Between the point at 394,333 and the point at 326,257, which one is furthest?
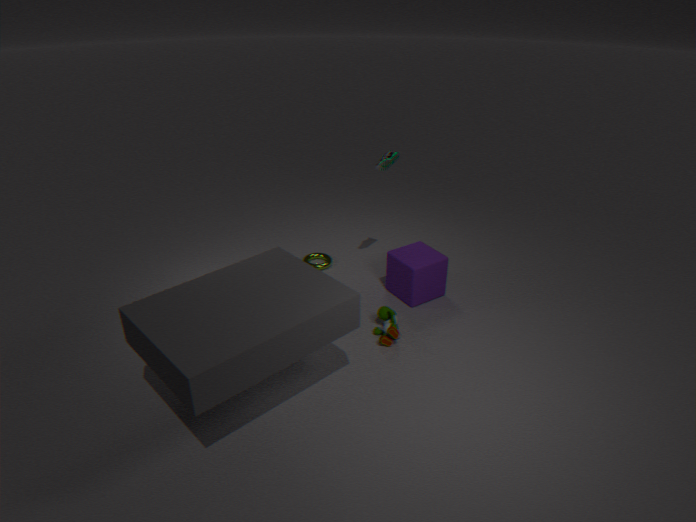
the point at 326,257
